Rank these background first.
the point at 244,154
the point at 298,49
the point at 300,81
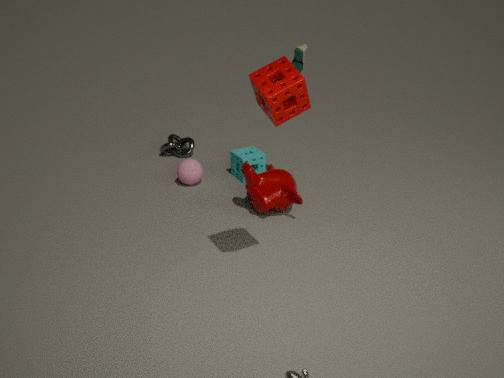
the point at 244,154 → the point at 298,49 → the point at 300,81
